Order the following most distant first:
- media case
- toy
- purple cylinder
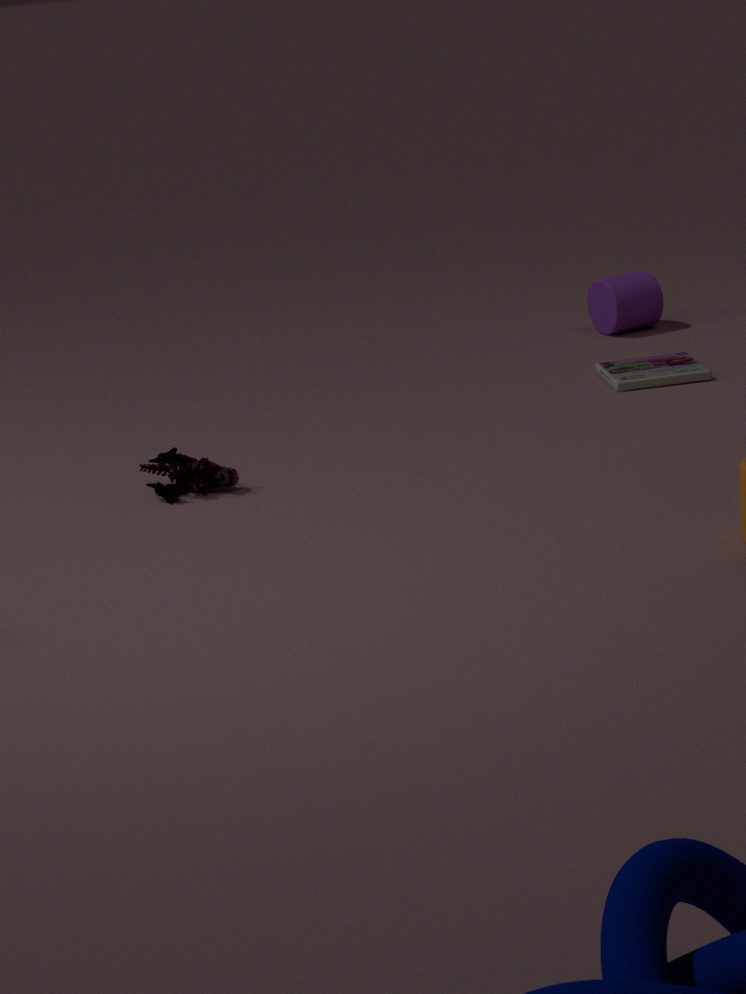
1. purple cylinder
2. media case
3. toy
